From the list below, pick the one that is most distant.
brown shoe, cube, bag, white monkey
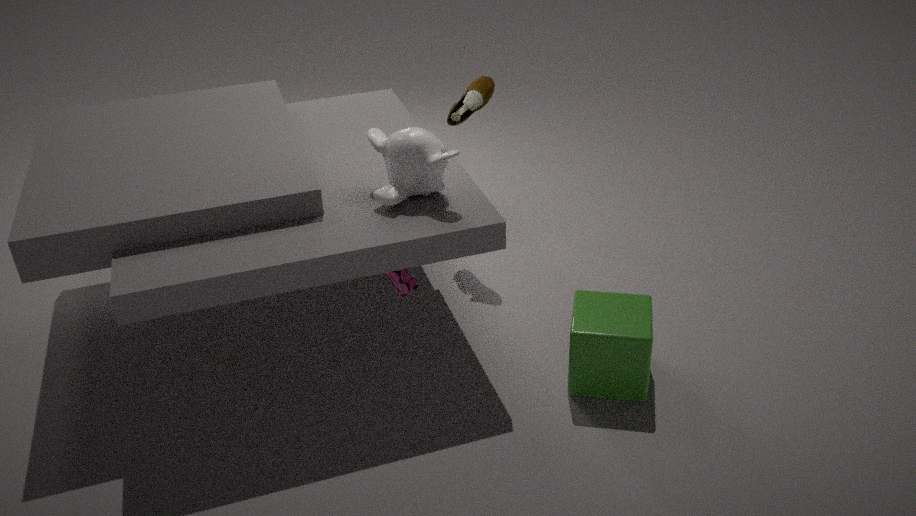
brown shoe
